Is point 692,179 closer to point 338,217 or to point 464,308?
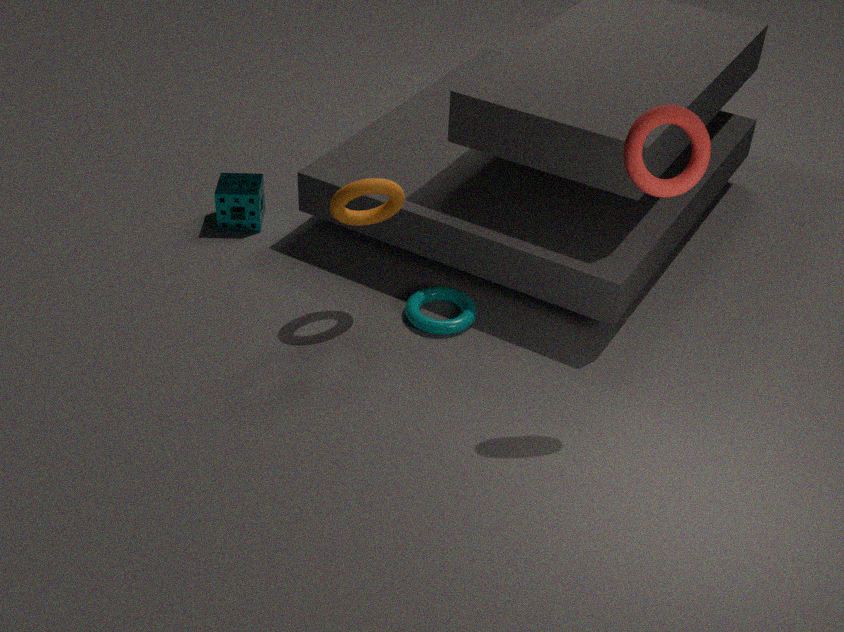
point 338,217
